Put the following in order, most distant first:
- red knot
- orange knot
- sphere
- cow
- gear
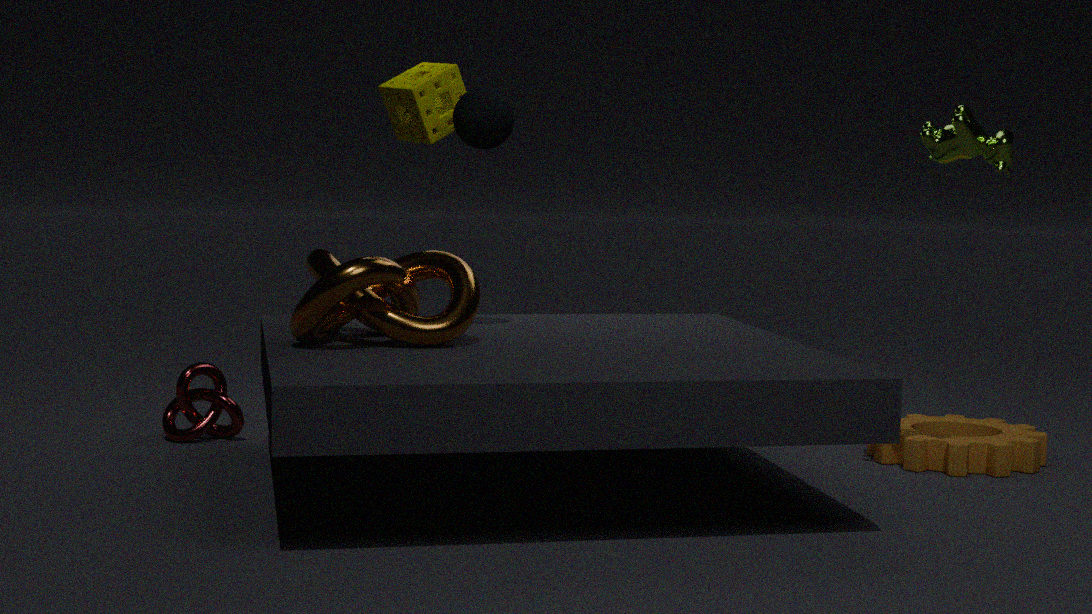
red knot, gear, sphere, cow, orange knot
